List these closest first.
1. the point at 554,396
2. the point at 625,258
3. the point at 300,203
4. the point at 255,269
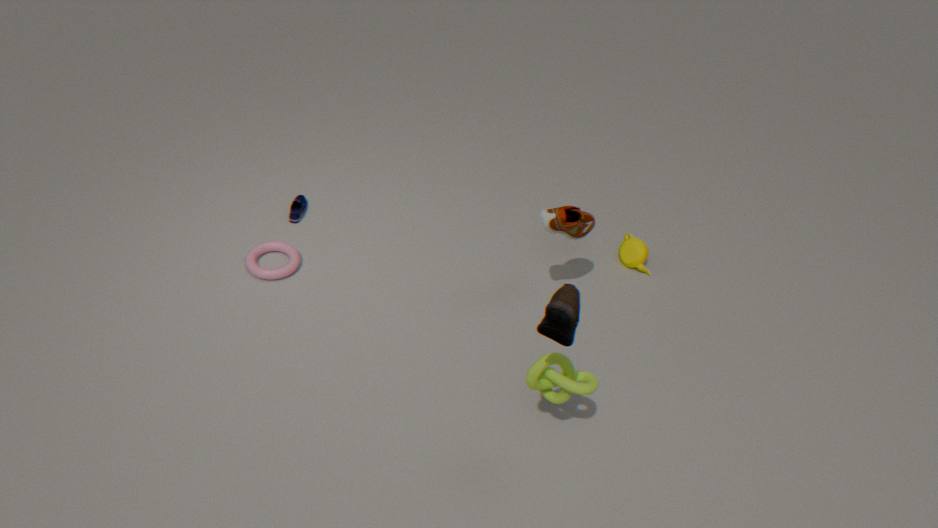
the point at 554,396
the point at 255,269
the point at 625,258
the point at 300,203
